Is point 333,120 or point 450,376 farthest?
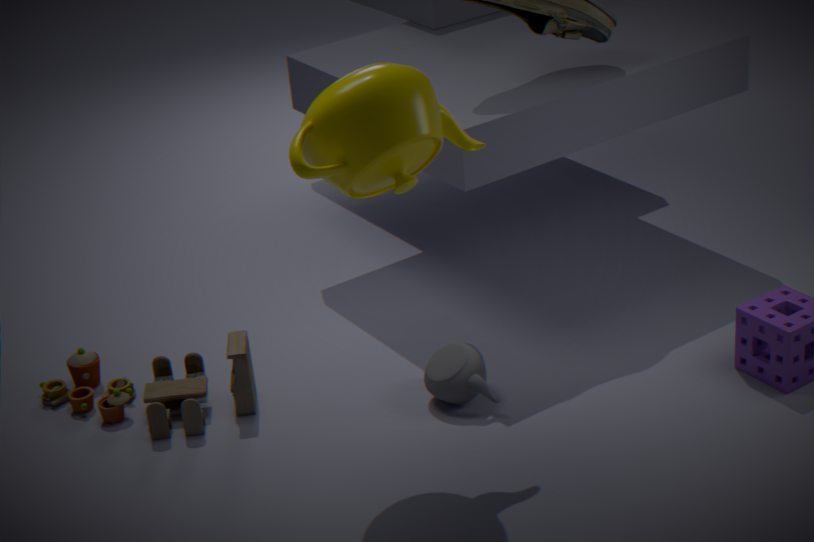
point 450,376
